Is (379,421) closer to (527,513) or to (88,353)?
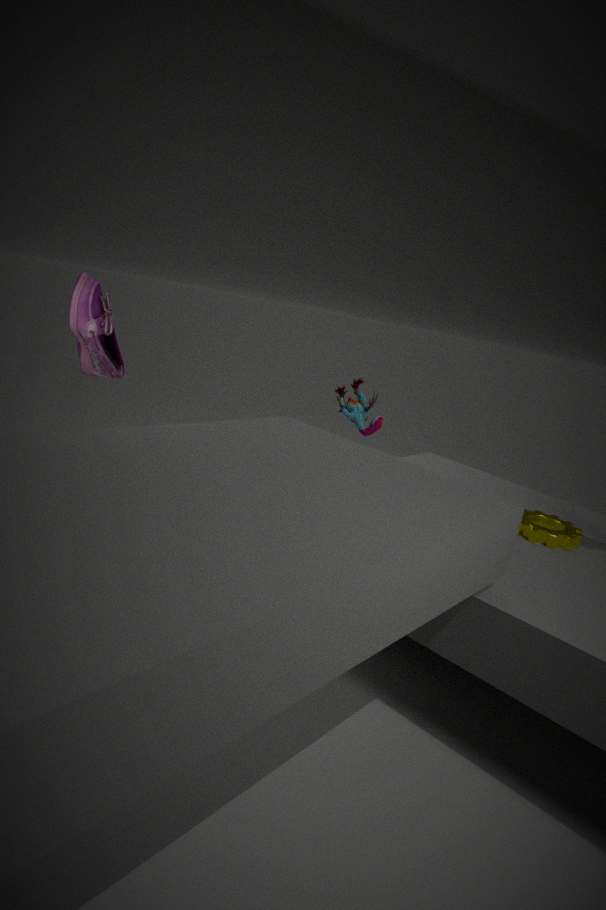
(527,513)
